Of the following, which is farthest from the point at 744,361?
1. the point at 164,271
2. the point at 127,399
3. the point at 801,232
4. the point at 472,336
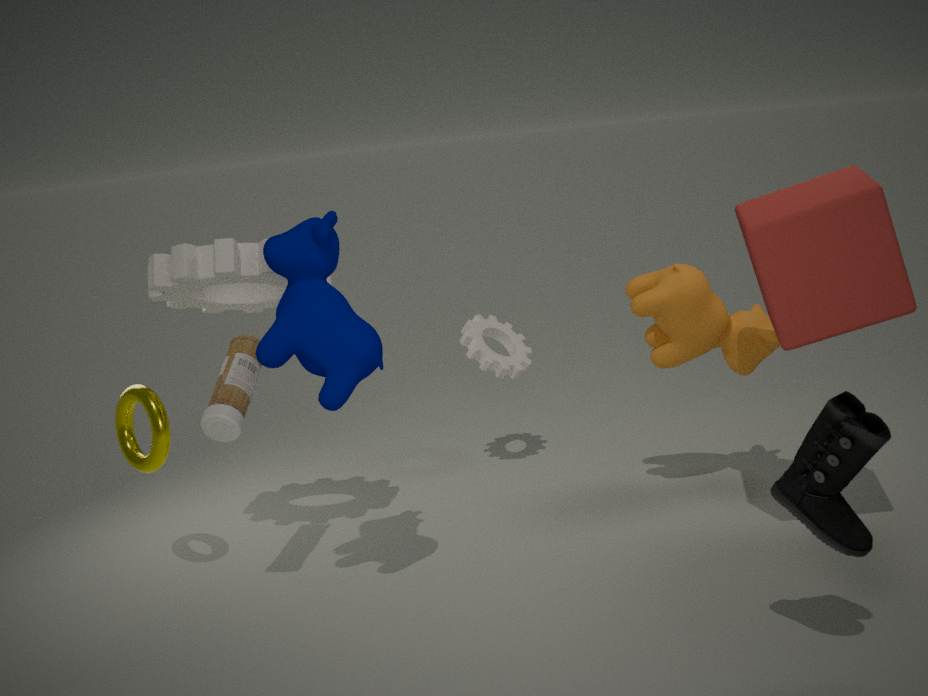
the point at 127,399
